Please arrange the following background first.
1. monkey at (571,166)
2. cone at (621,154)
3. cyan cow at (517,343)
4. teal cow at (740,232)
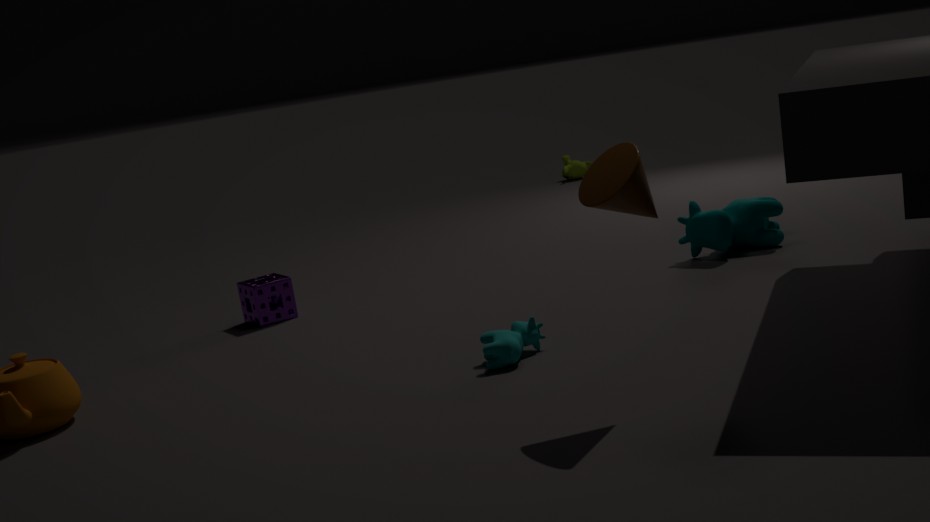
monkey at (571,166) → teal cow at (740,232) → cyan cow at (517,343) → cone at (621,154)
